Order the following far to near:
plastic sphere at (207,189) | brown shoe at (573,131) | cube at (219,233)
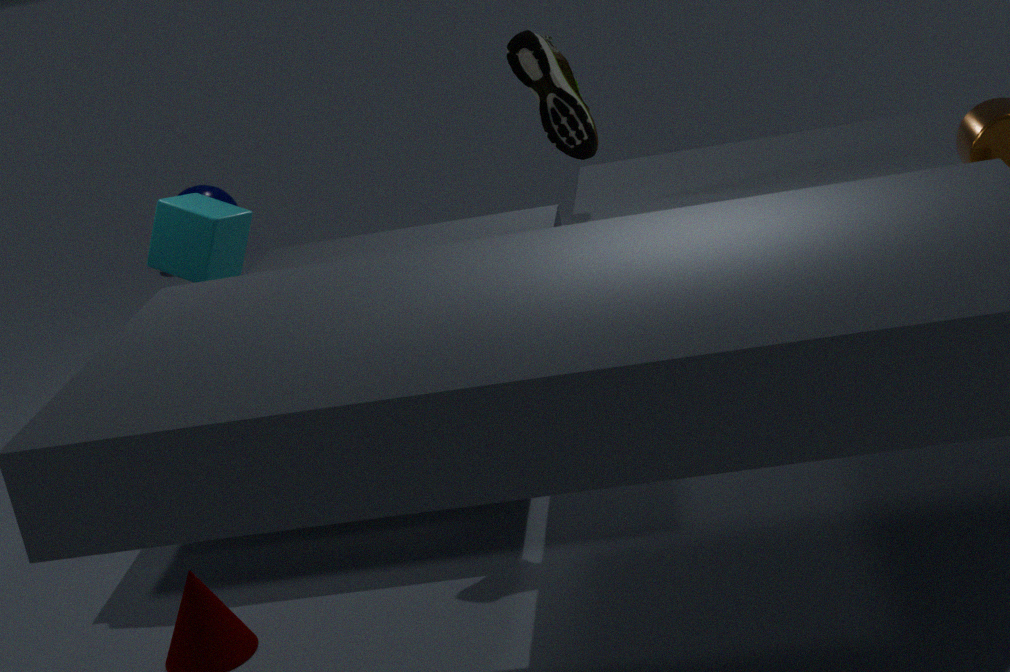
plastic sphere at (207,189), cube at (219,233), brown shoe at (573,131)
